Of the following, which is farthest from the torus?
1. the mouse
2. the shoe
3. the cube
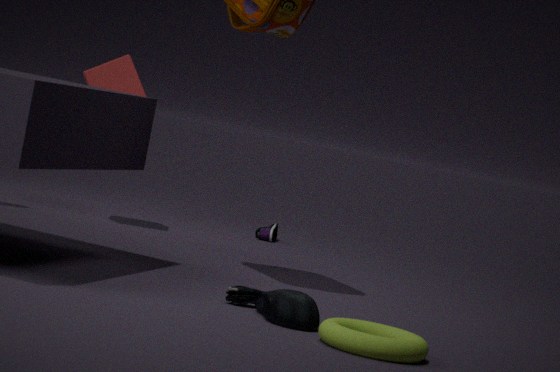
the shoe
